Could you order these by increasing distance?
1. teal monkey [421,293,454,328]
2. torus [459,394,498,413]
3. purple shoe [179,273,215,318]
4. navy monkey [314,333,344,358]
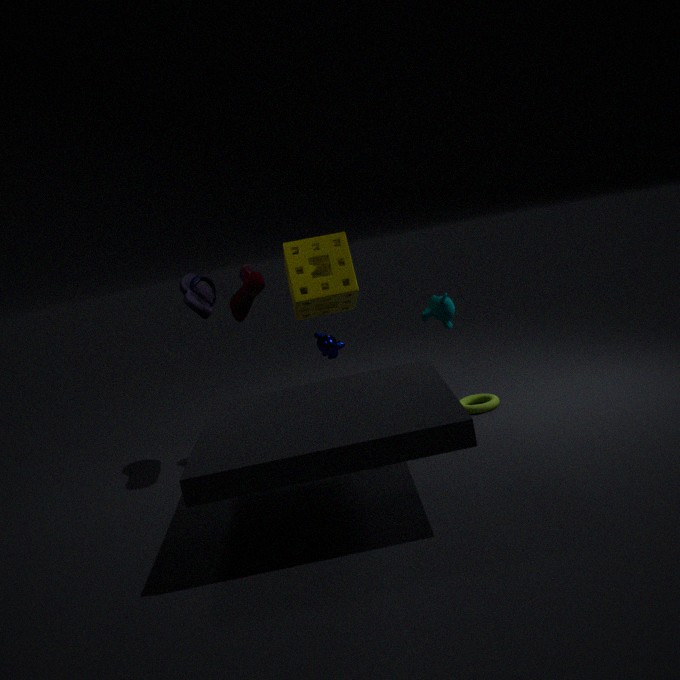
purple shoe [179,273,215,318]
teal monkey [421,293,454,328]
torus [459,394,498,413]
navy monkey [314,333,344,358]
